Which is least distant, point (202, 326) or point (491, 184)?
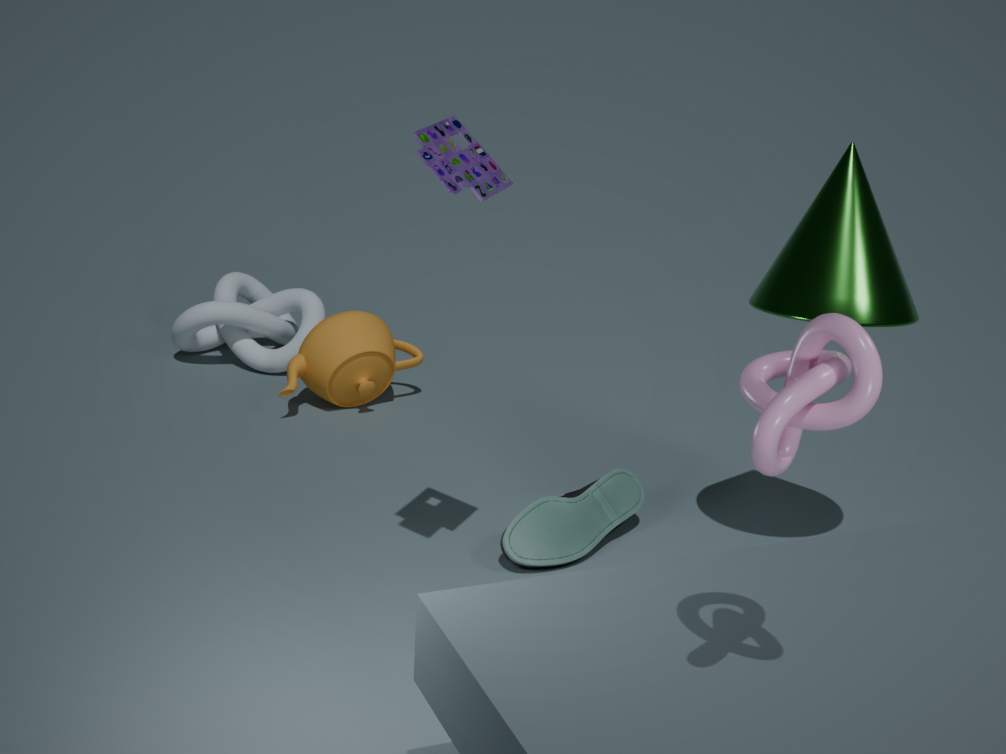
point (491, 184)
